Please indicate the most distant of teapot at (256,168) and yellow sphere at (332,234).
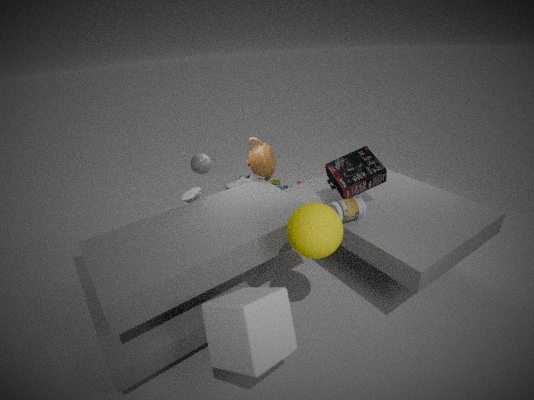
teapot at (256,168)
